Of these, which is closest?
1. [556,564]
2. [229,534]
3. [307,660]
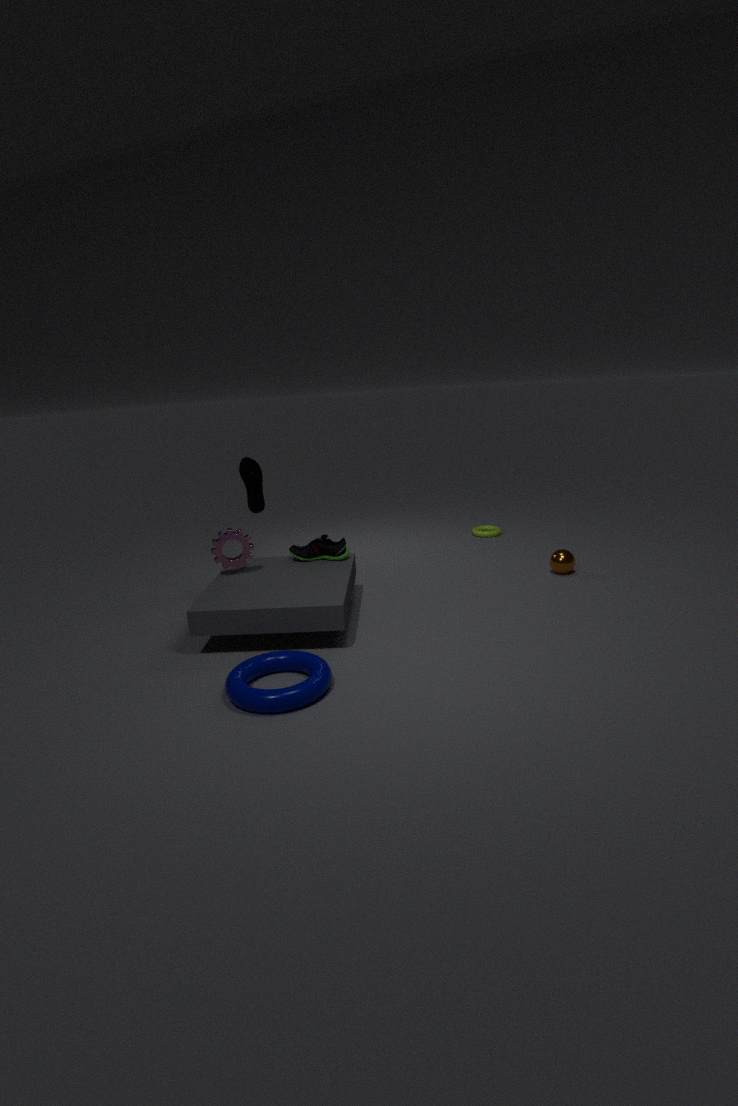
[307,660]
